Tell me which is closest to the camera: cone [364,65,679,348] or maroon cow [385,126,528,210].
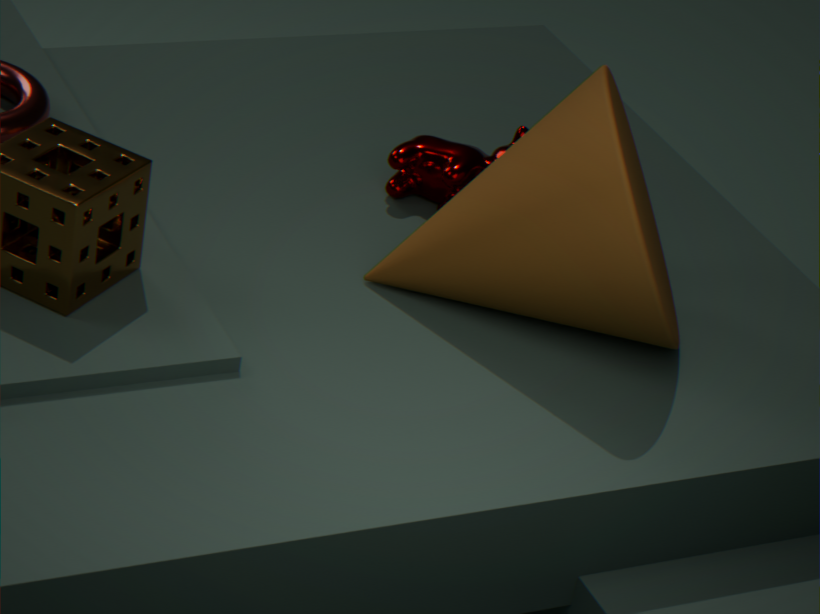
cone [364,65,679,348]
